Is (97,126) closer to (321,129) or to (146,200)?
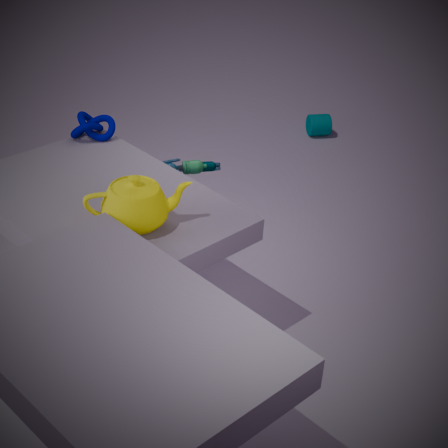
Answer: (146,200)
